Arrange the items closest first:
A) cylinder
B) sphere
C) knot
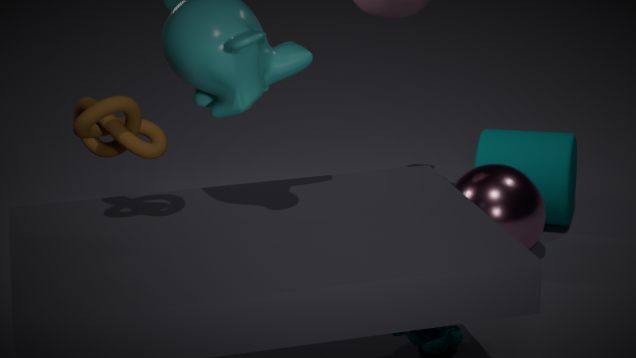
knot, sphere, cylinder
